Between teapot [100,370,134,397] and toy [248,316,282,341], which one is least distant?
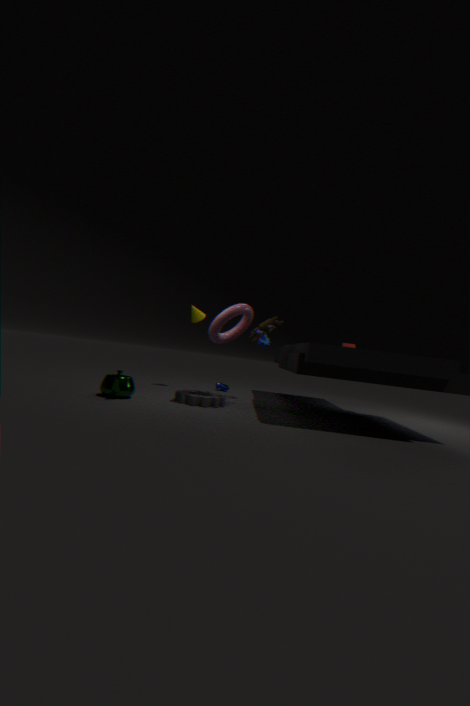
teapot [100,370,134,397]
